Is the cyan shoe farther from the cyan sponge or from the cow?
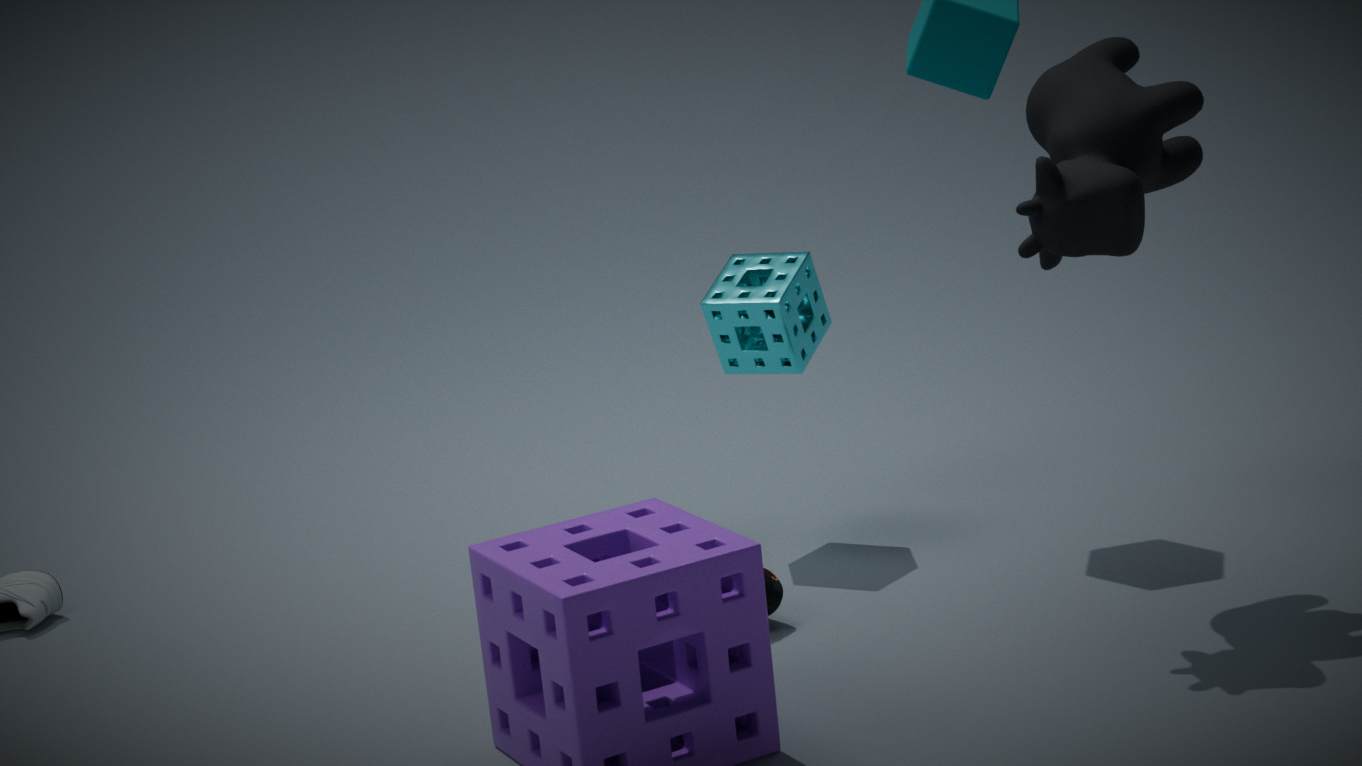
the cow
